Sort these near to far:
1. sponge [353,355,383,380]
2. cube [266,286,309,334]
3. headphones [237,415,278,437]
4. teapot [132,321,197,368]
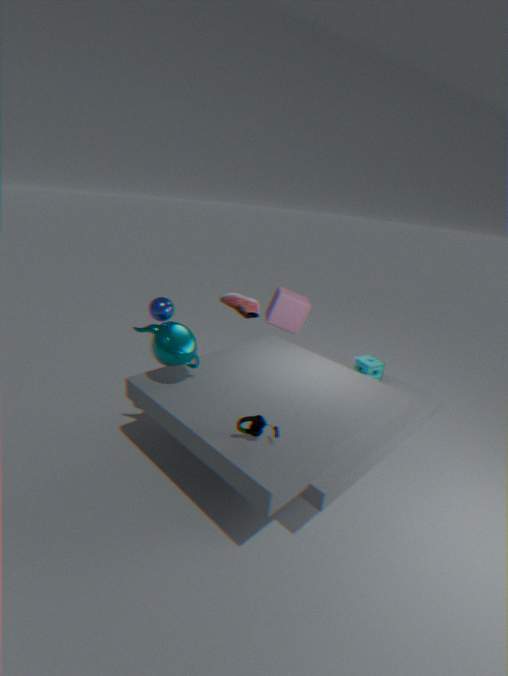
headphones [237,415,278,437]
teapot [132,321,197,368]
sponge [353,355,383,380]
cube [266,286,309,334]
